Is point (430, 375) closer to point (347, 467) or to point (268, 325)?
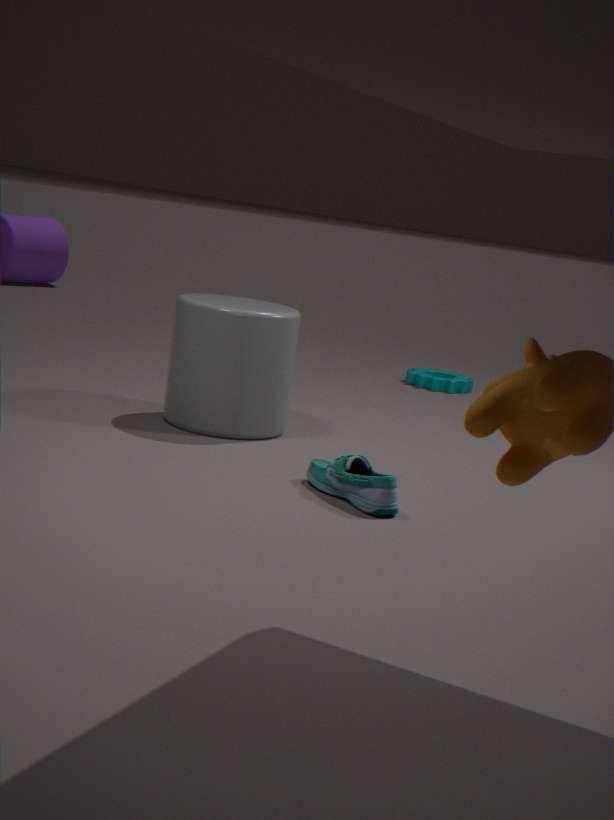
point (268, 325)
